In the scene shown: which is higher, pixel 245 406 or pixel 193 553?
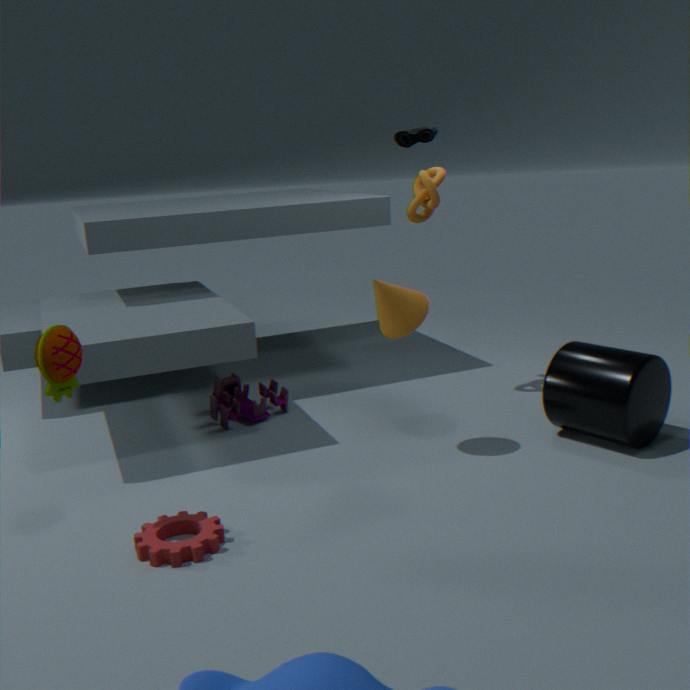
pixel 245 406
